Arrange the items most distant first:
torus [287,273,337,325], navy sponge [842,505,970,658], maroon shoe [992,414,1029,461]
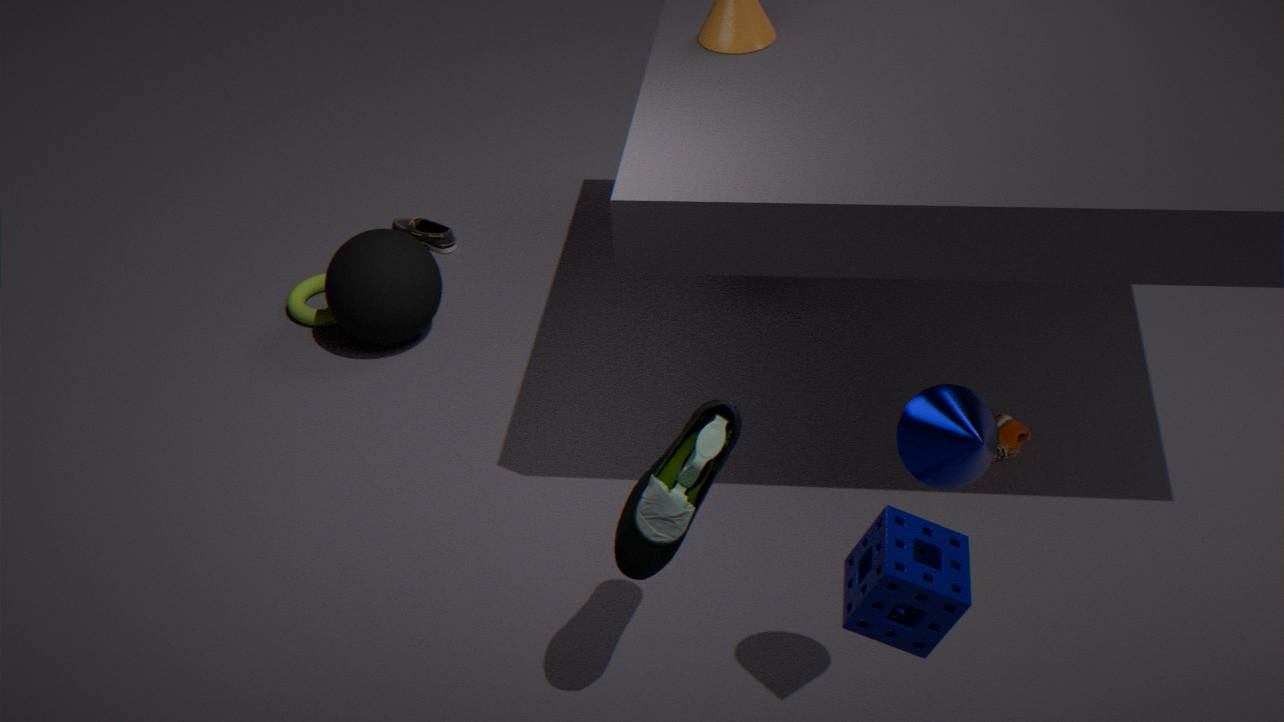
torus [287,273,337,325], maroon shoe [992,414,1029,461], navy sponge [842,505,970,658]
